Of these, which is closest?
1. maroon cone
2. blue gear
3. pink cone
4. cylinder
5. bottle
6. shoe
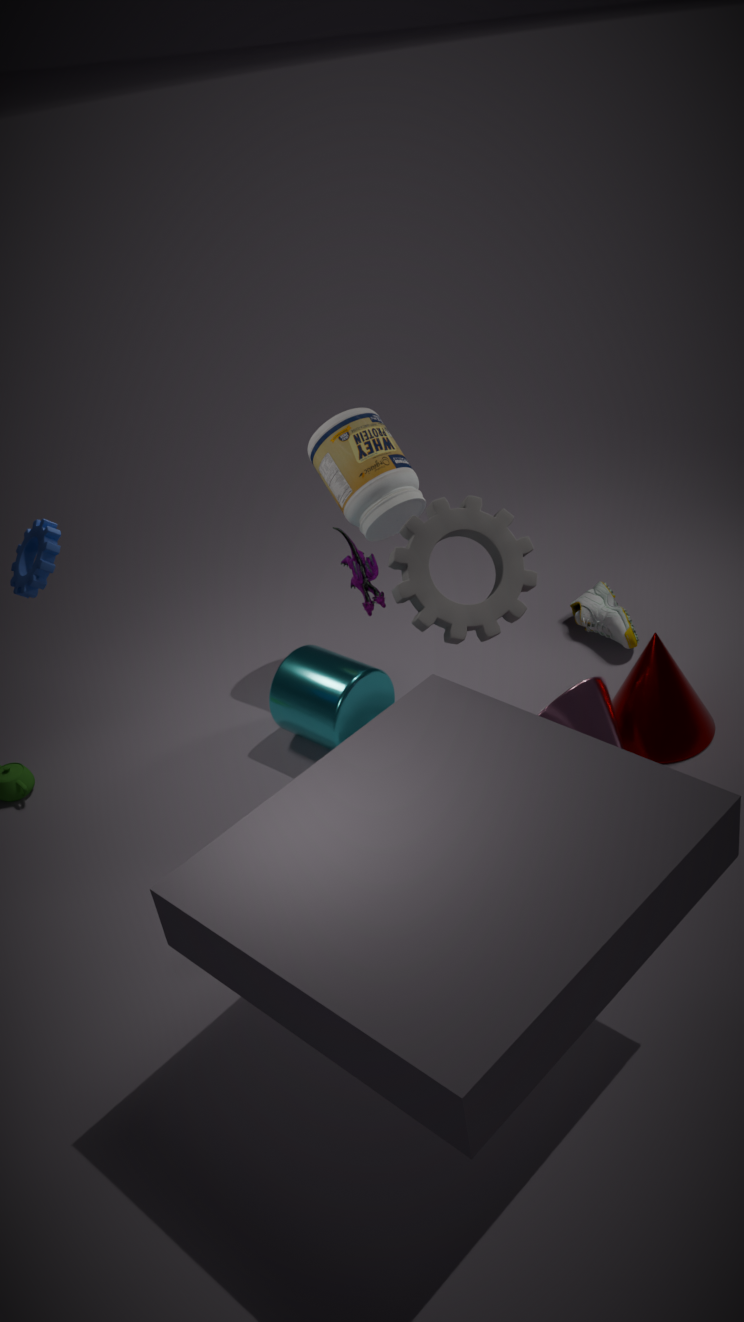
blue gear
